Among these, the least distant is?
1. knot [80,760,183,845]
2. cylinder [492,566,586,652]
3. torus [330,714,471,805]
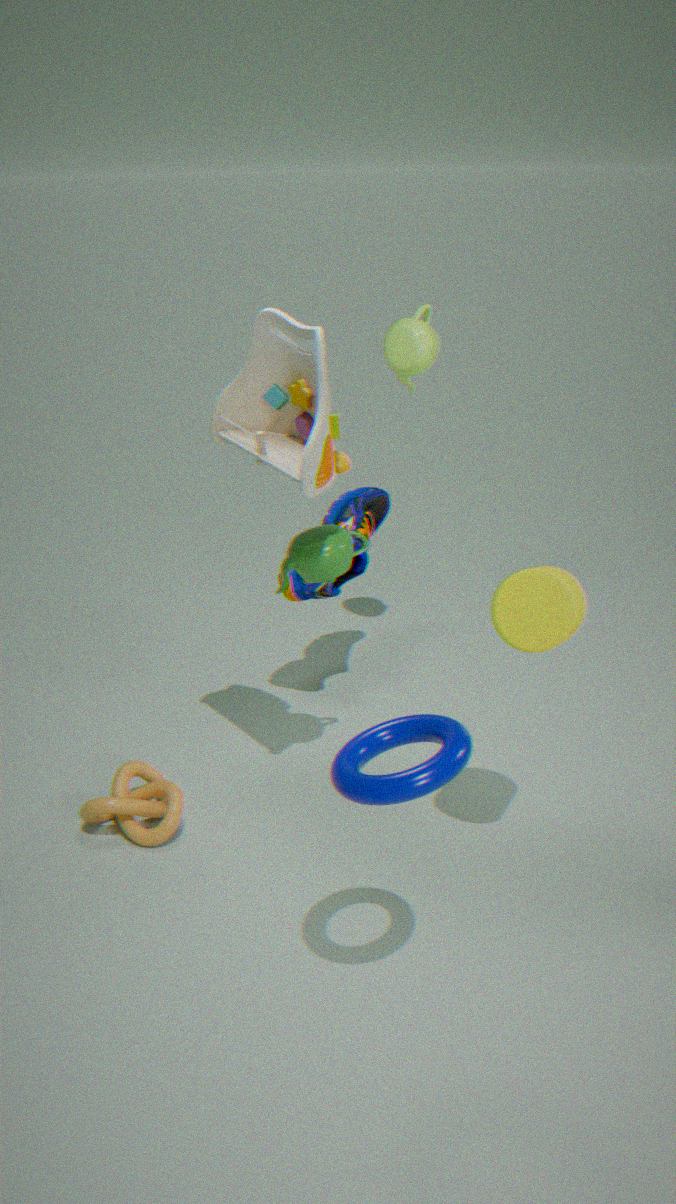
torus [330,714,471,805]
